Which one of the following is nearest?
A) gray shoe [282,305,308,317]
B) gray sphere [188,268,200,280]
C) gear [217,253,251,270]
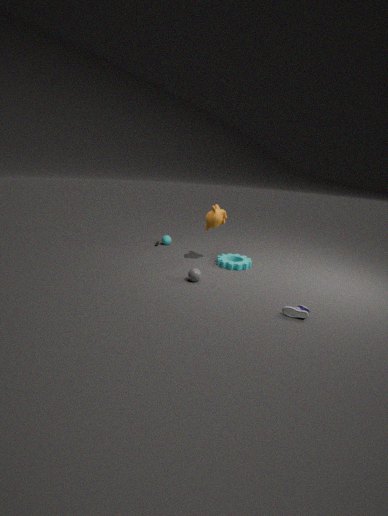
gray shoe [282,305,308,317]
